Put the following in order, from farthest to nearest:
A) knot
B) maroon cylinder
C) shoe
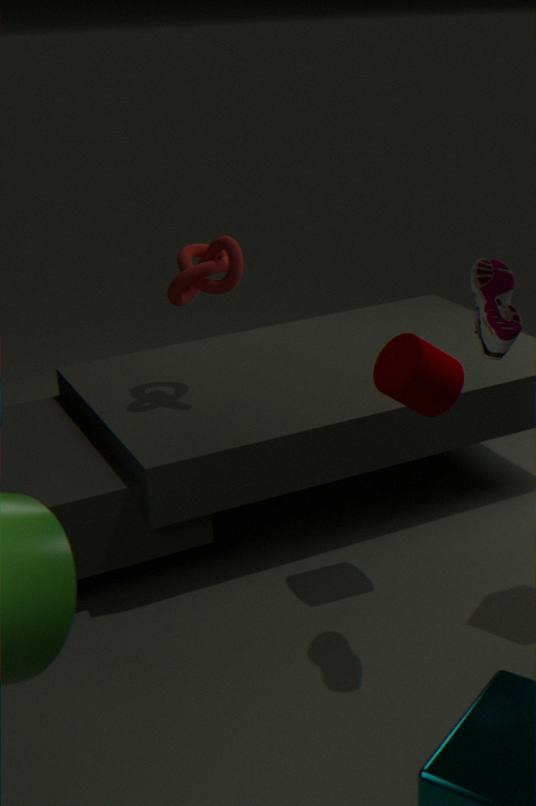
knot < maroon cylinder < shoe
